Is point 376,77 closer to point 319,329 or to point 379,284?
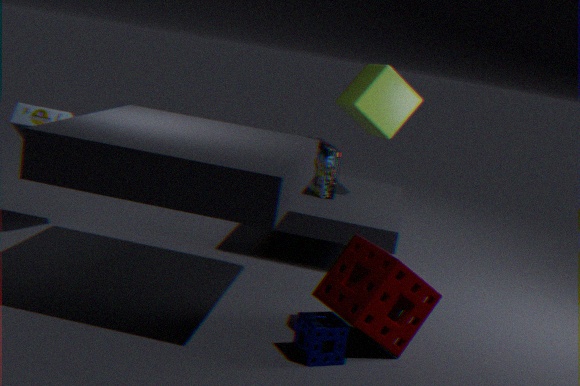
point 379,284
